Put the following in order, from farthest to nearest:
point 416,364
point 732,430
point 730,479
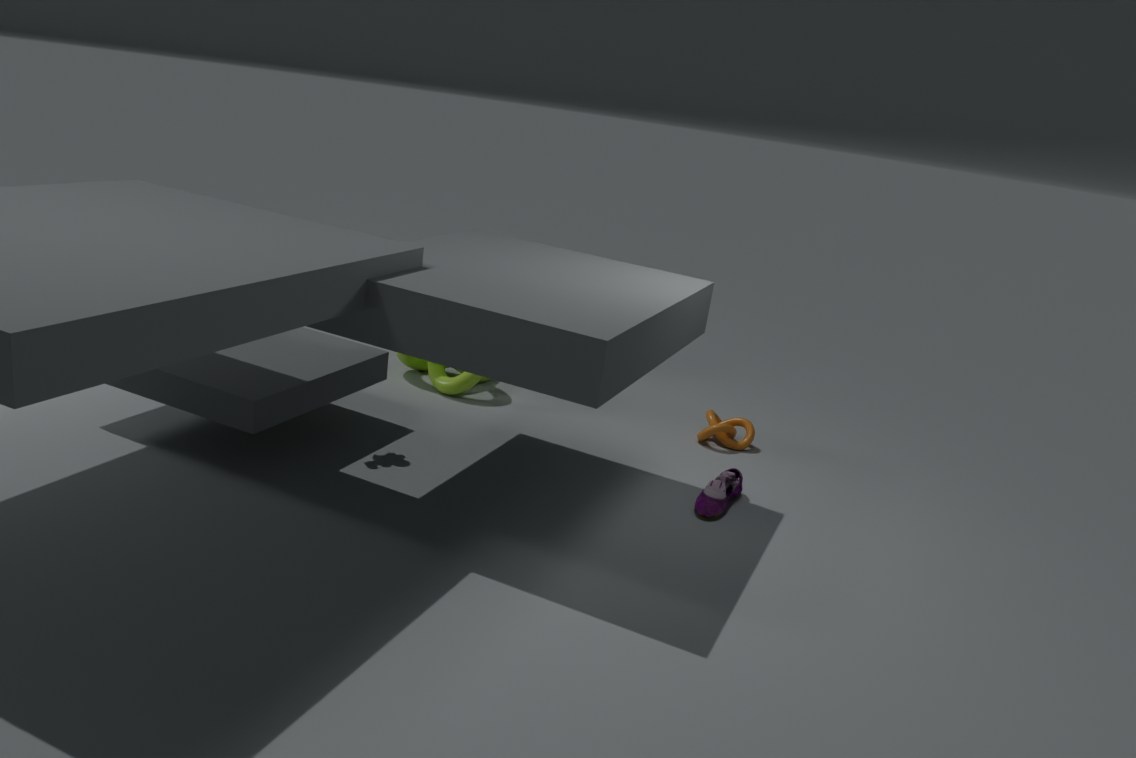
point 416,364 → point 732,430 → point 730,479
